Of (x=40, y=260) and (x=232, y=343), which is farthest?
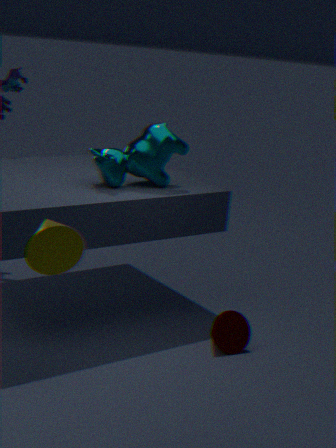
(x=232, y=343)
